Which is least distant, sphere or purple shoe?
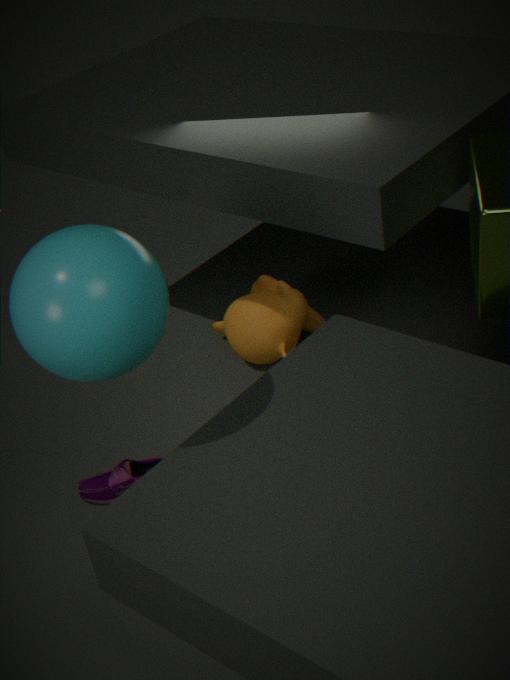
sphere
